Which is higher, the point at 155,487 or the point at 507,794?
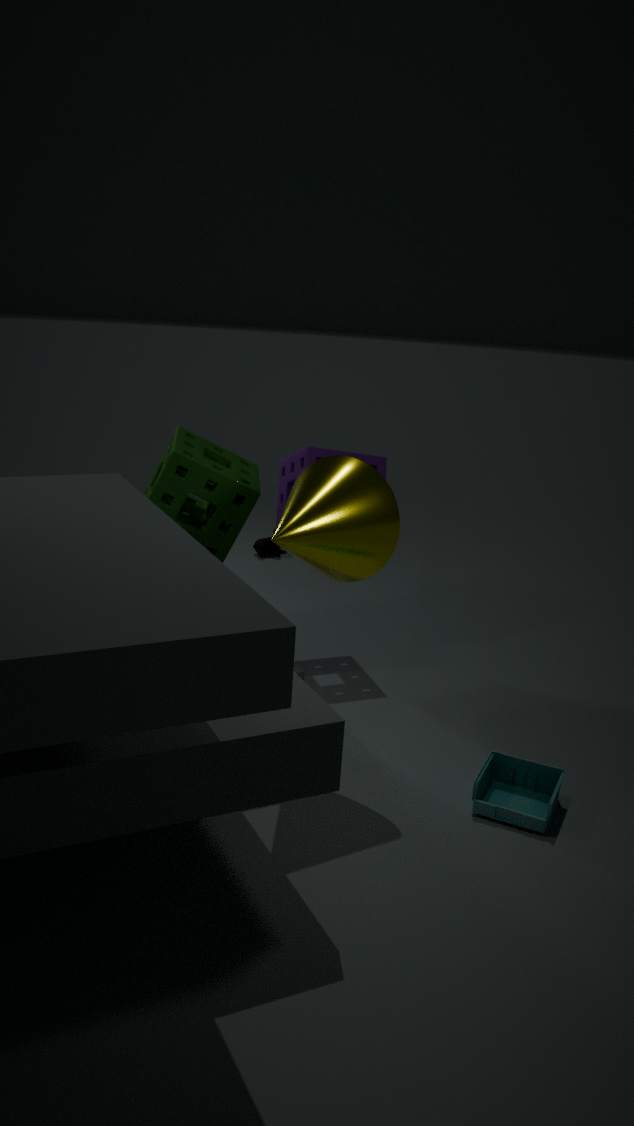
the point at 155,487
